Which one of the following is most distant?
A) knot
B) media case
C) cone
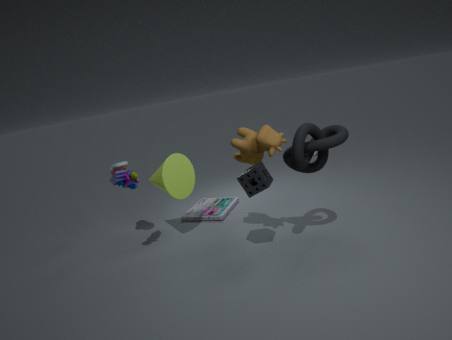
media case
